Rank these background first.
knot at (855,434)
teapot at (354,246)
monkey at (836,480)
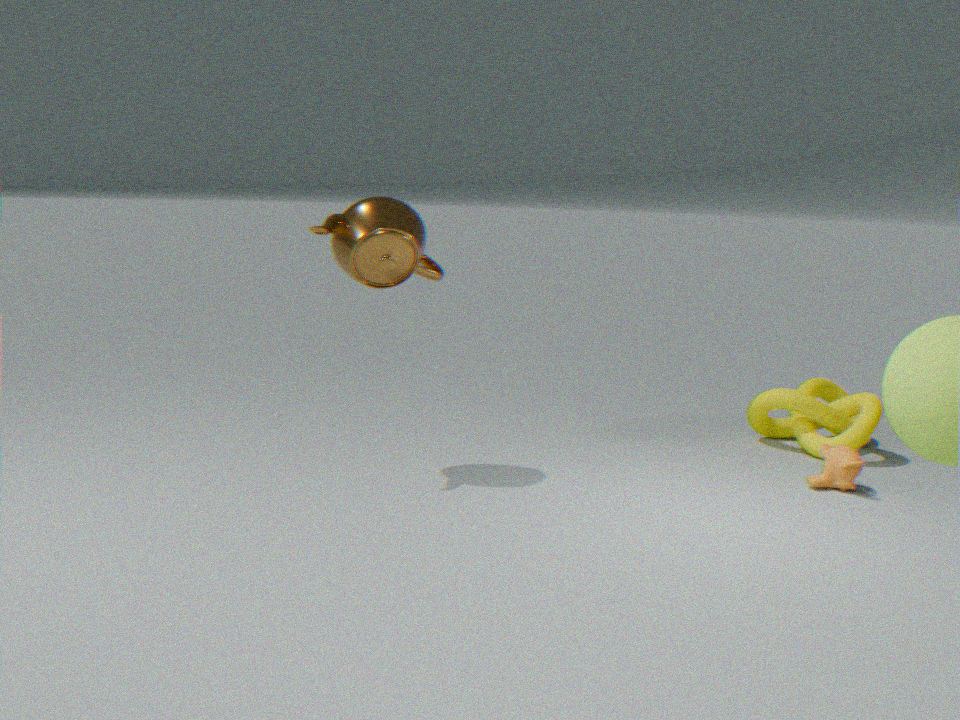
1. knot at (855,434)
2. monkey at (836,480)
3. teapot at (354,246)
